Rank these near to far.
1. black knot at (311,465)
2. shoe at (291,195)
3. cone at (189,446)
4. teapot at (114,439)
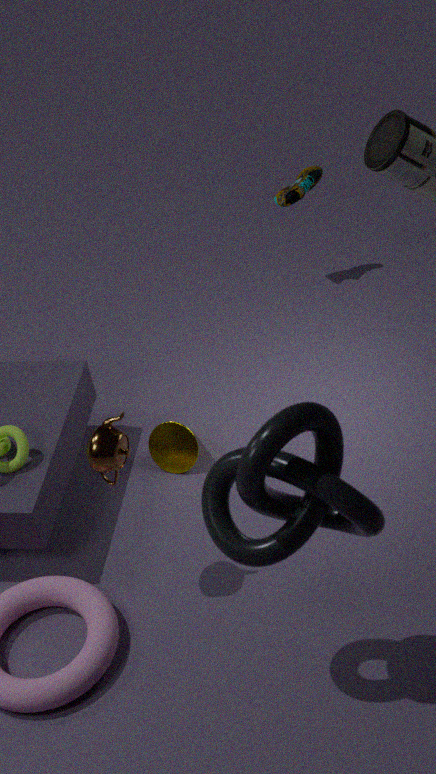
black knot at (311,465), teapot at (114,439), cone at (189,446), shoe at (291,195)
